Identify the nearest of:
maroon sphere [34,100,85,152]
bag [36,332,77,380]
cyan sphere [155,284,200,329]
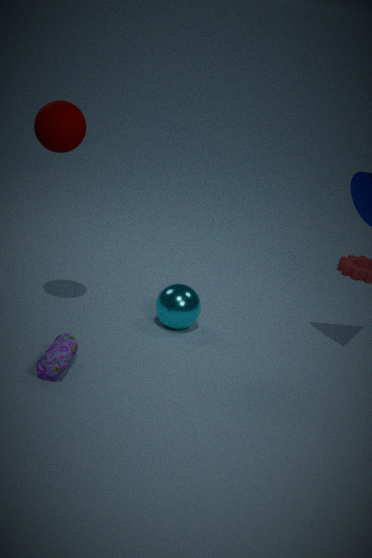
bag [36,332,77,380]
